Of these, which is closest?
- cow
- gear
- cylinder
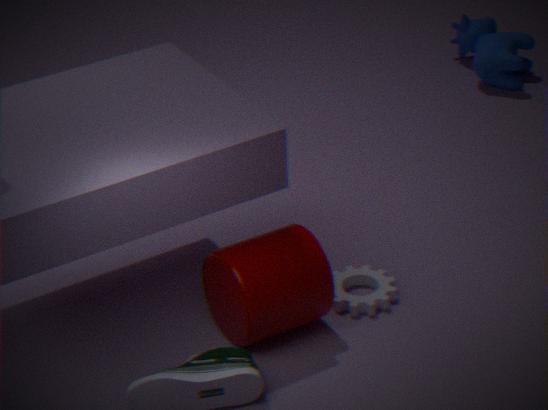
cylinder
